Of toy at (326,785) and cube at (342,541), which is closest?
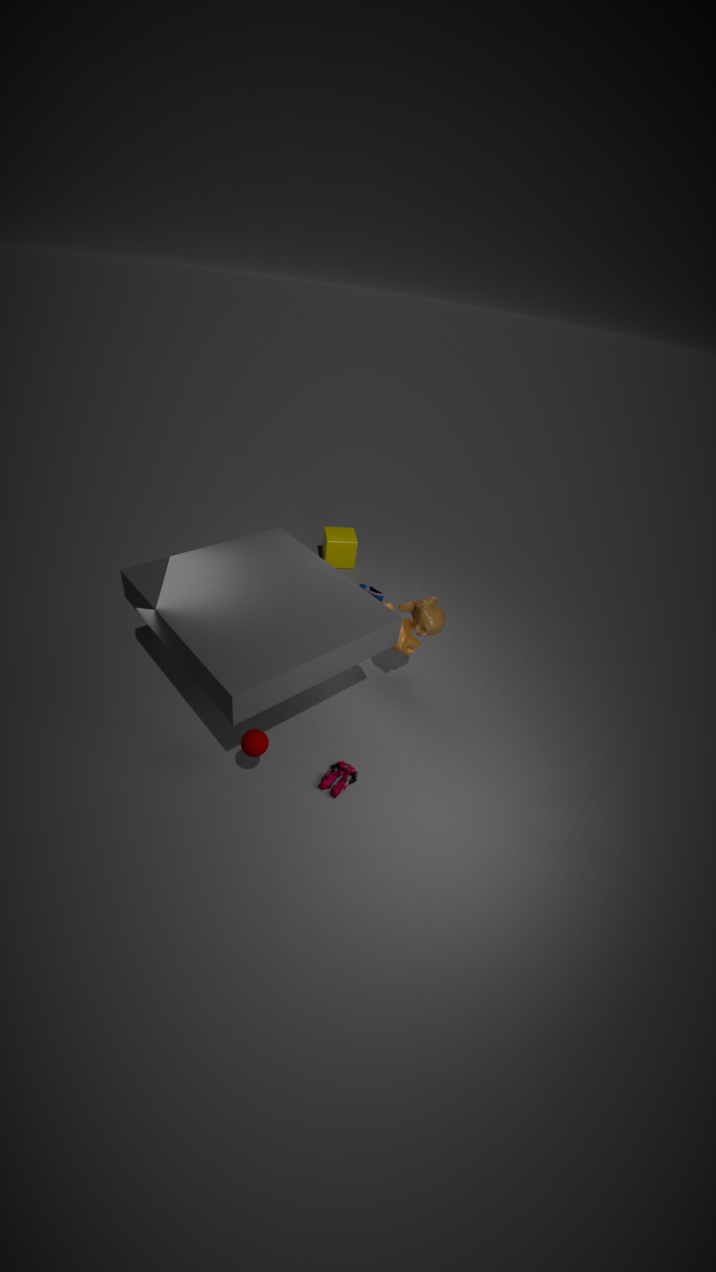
toy at (326,785)
